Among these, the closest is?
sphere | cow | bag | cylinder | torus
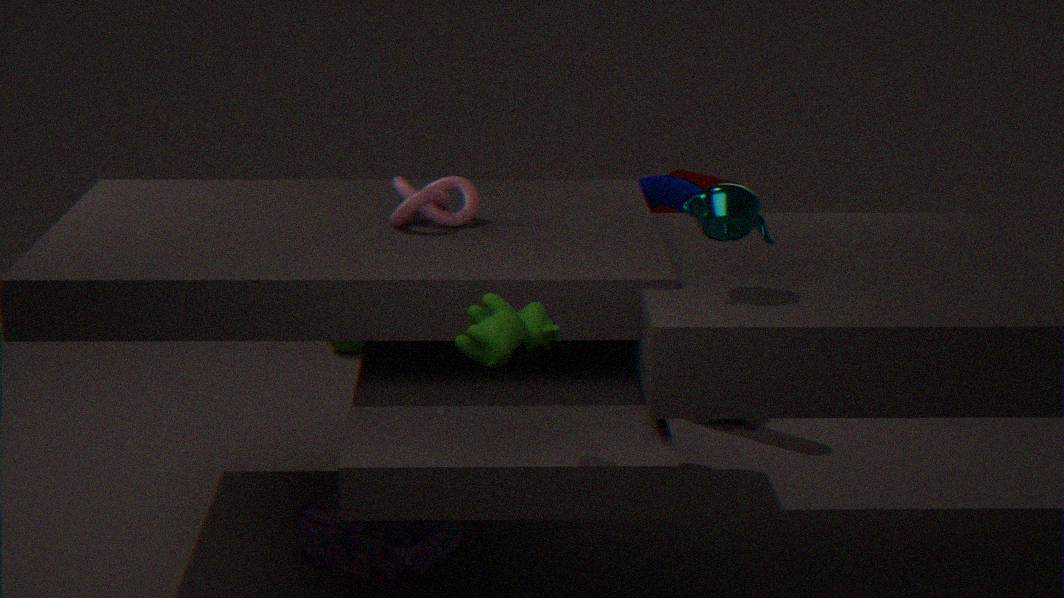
cow
